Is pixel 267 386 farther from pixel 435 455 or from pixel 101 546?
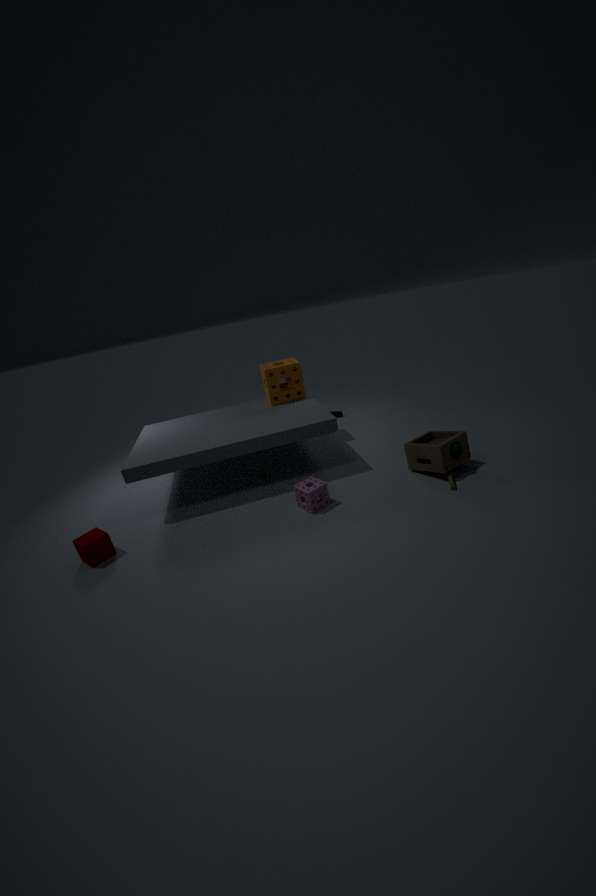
pixel 101 546
